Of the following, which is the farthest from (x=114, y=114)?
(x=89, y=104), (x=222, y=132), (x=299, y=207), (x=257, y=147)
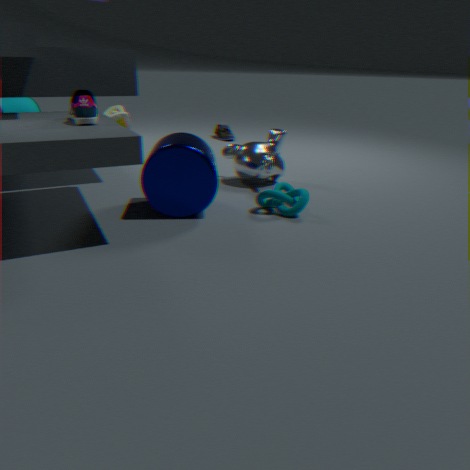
(x=299, y=207)
